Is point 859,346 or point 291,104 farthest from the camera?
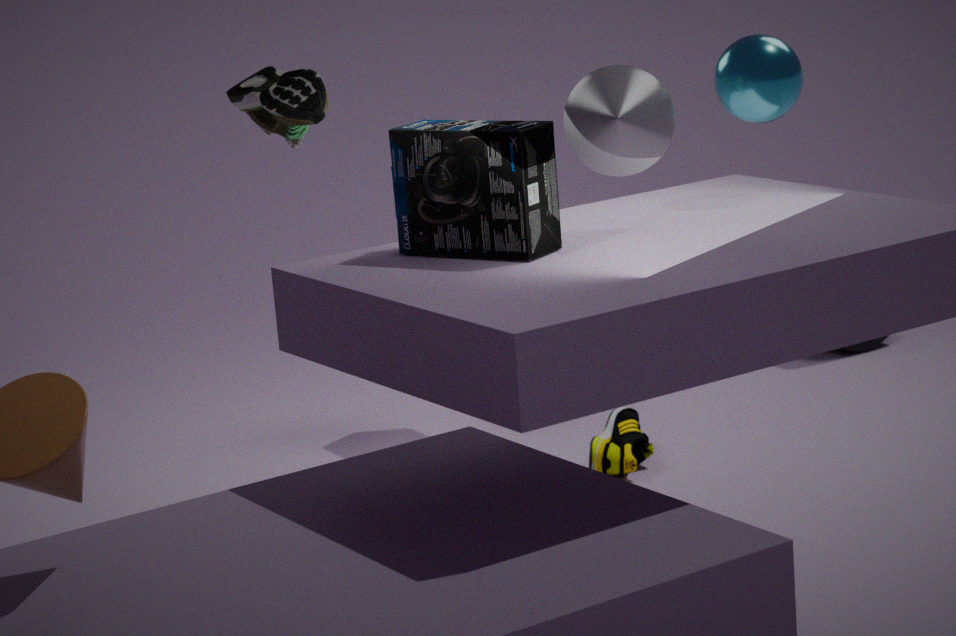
point 859,346
